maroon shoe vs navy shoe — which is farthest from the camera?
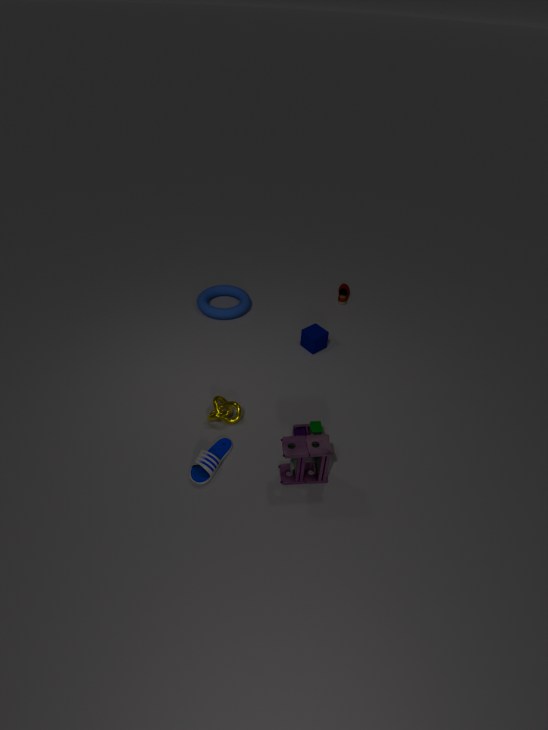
maroon shoe
